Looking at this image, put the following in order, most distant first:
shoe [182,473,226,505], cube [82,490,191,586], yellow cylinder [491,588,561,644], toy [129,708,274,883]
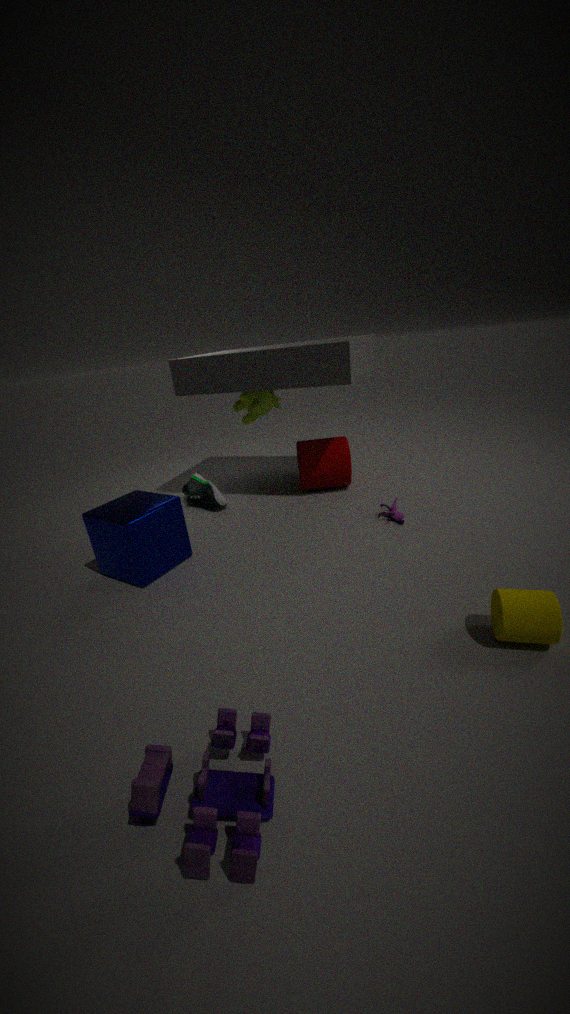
shoe [182,473,226,505], cube [82,490,191,586], yellow cylinder [491,588,561,644], toy [129,708,274,883]
